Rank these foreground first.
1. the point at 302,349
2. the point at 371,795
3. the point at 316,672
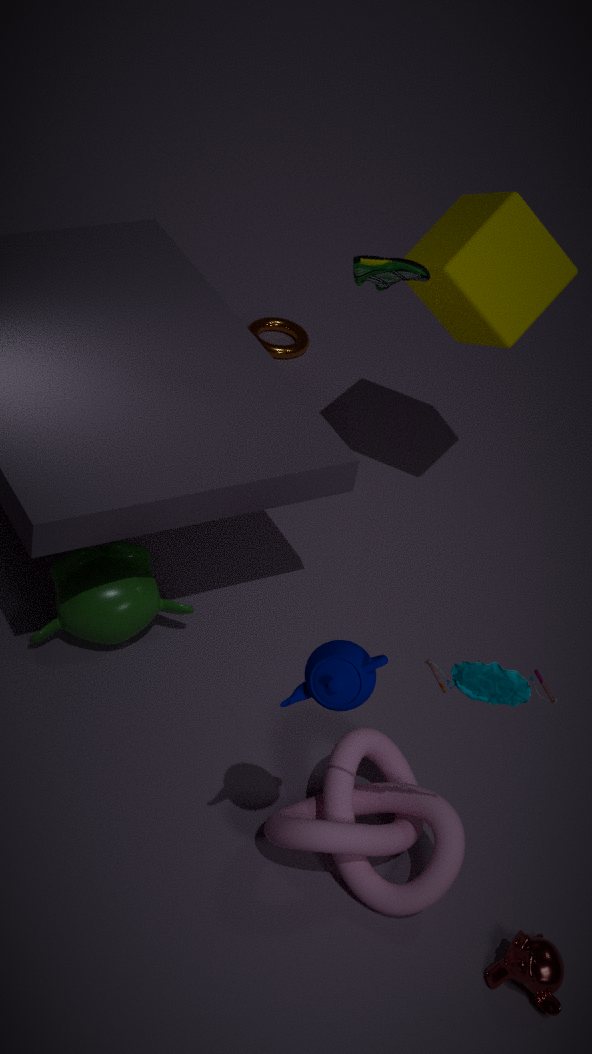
1. the point at 316,672
2. the point at 371,795
3. the point at 302,349
